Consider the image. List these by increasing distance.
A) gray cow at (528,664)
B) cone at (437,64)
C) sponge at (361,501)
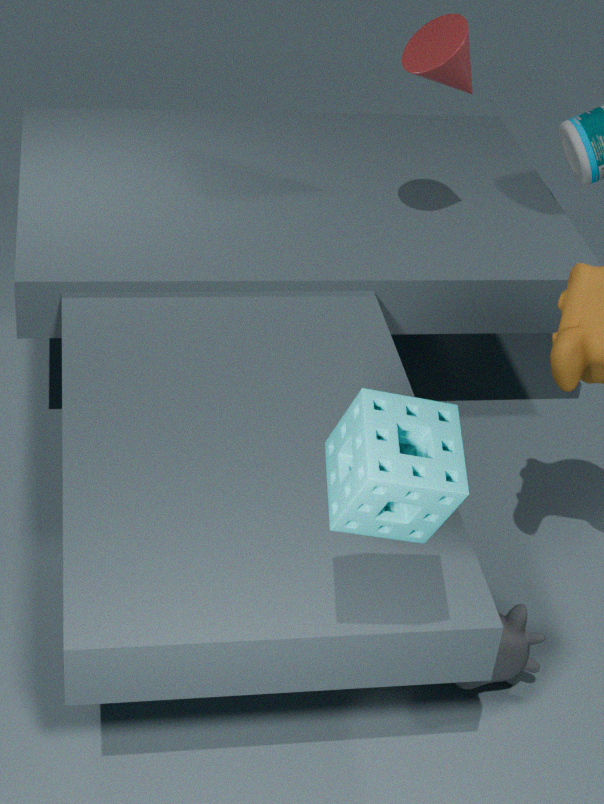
sponge at (361,501)
gray cow at (528,664)
cone at (437,64)
